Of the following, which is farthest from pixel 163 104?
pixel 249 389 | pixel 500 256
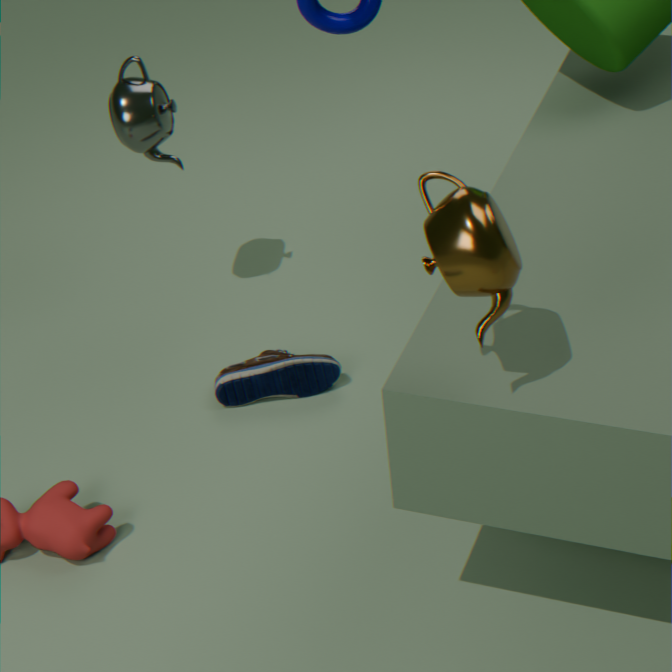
pixel 500 256
